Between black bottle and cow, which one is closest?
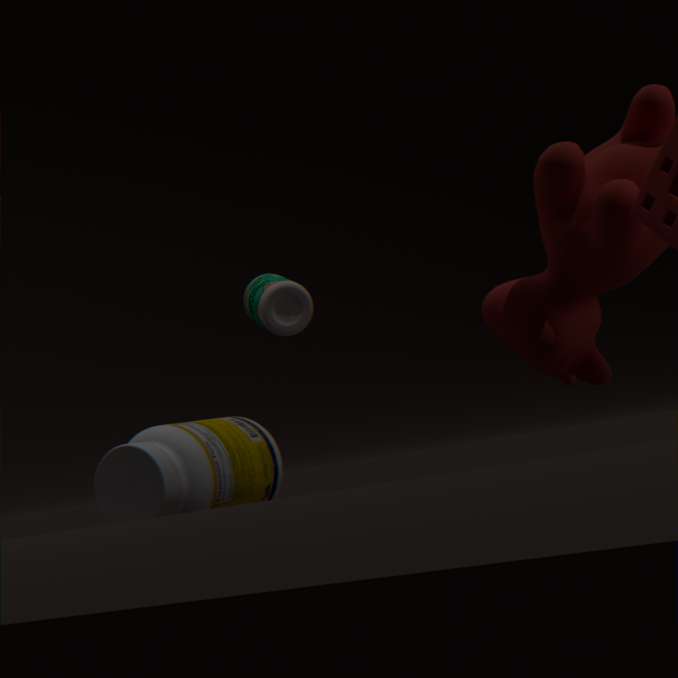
cow
